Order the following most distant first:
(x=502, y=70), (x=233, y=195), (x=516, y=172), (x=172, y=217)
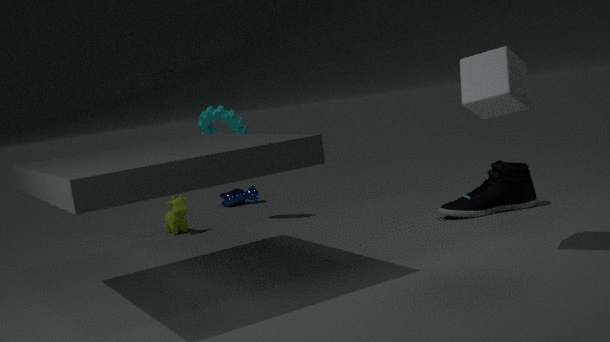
(x=233, y=195)
(x=172, y=217)
(x=516, y=172)
(x=502, y=70)
